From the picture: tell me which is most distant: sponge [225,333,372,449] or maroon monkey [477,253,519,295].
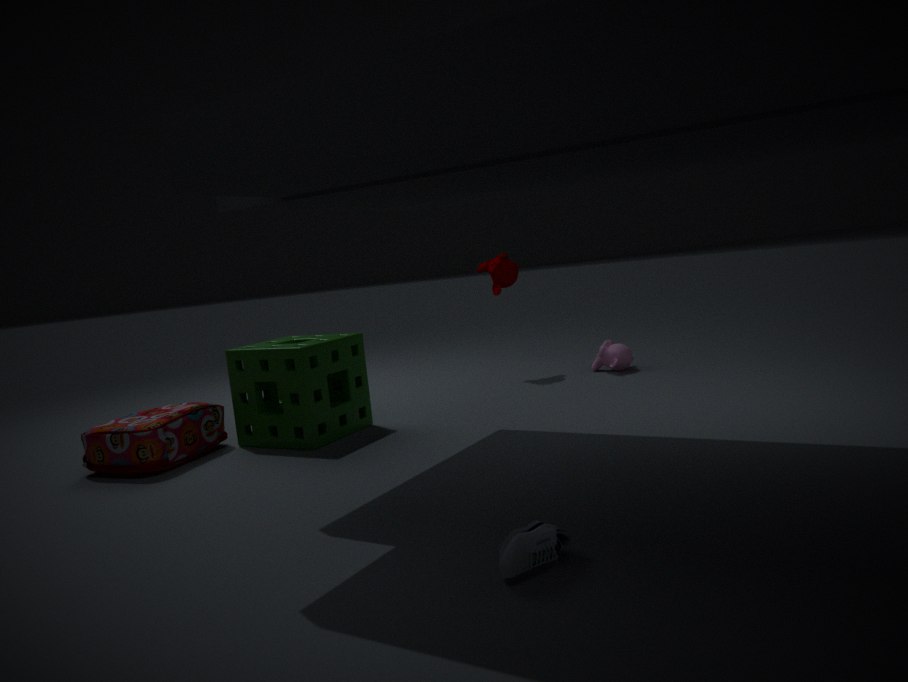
maroon monkey [477,253,519,295]
